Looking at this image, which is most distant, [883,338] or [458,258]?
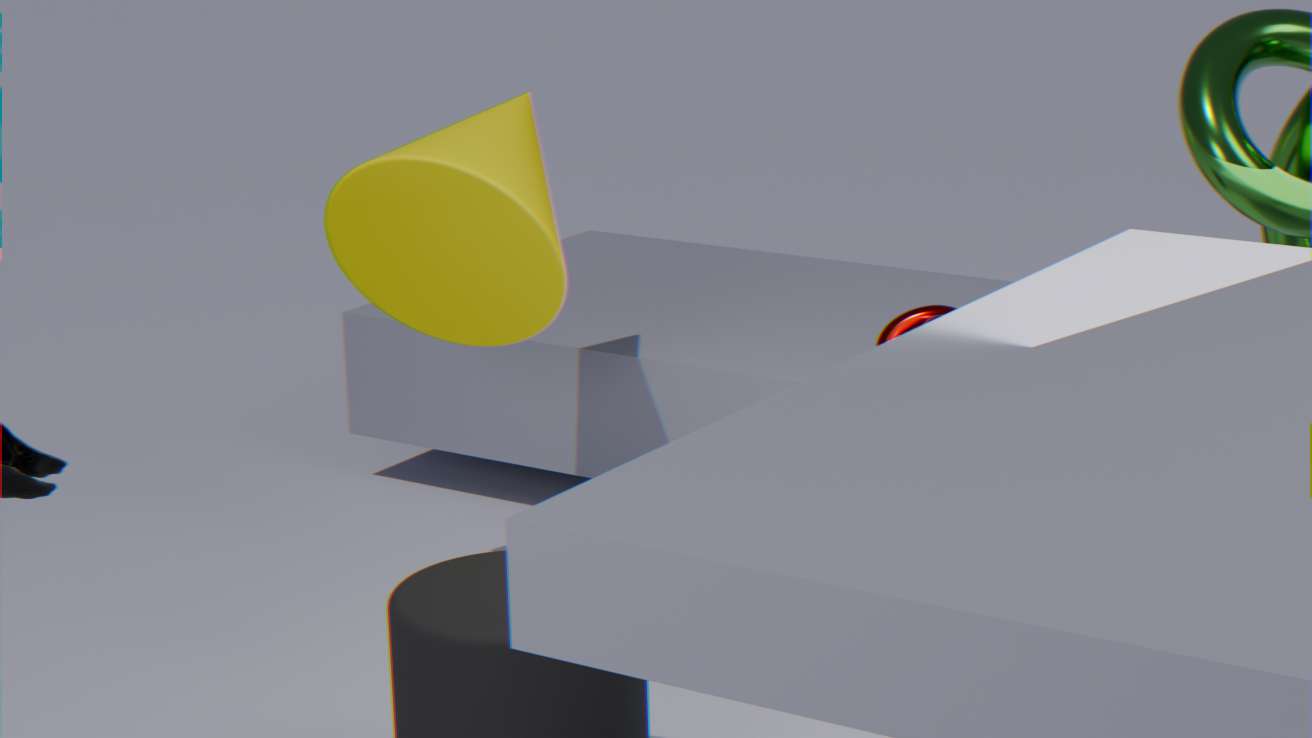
[883,338]
